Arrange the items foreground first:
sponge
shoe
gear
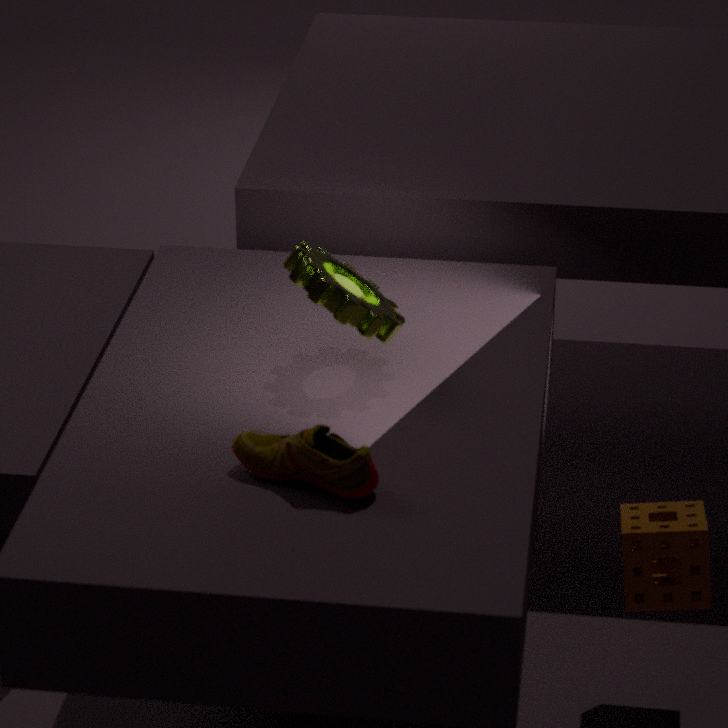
1. shoe
2. gear
3. sponge
